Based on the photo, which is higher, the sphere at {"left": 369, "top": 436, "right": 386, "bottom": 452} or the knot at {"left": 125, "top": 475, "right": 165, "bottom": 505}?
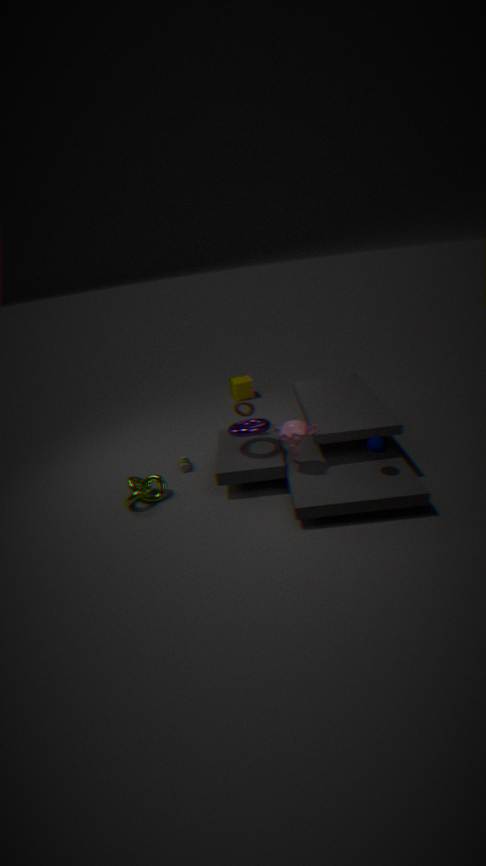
the sphere at {"left": 369, "top": 436, "right": 386, "bottom": 452}
